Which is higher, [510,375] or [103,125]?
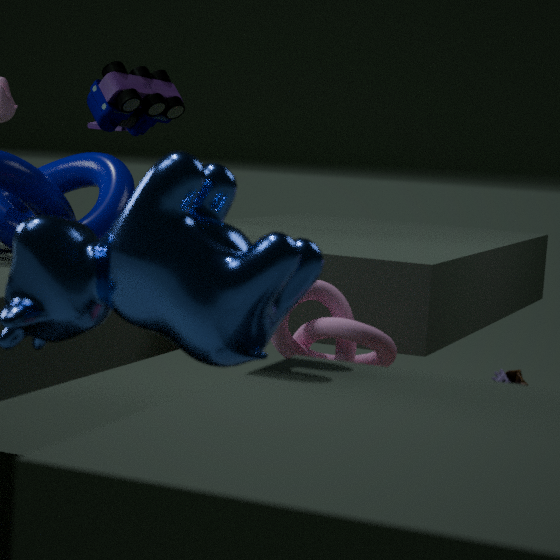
[103,125]
